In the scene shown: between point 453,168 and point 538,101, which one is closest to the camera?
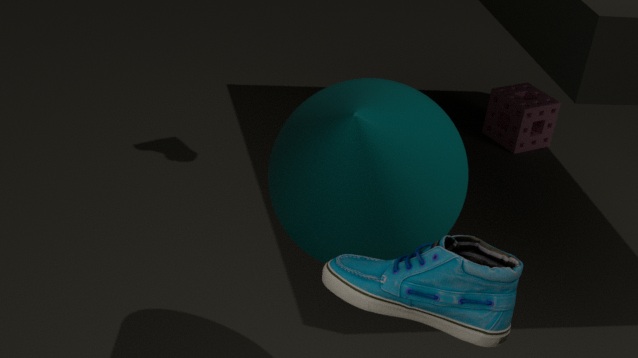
point 453,168
